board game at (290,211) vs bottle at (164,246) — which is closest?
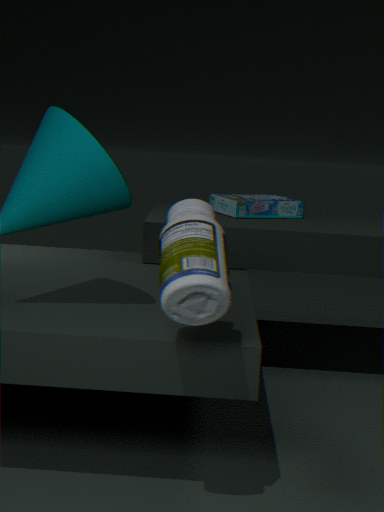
bottle at (164,246)
